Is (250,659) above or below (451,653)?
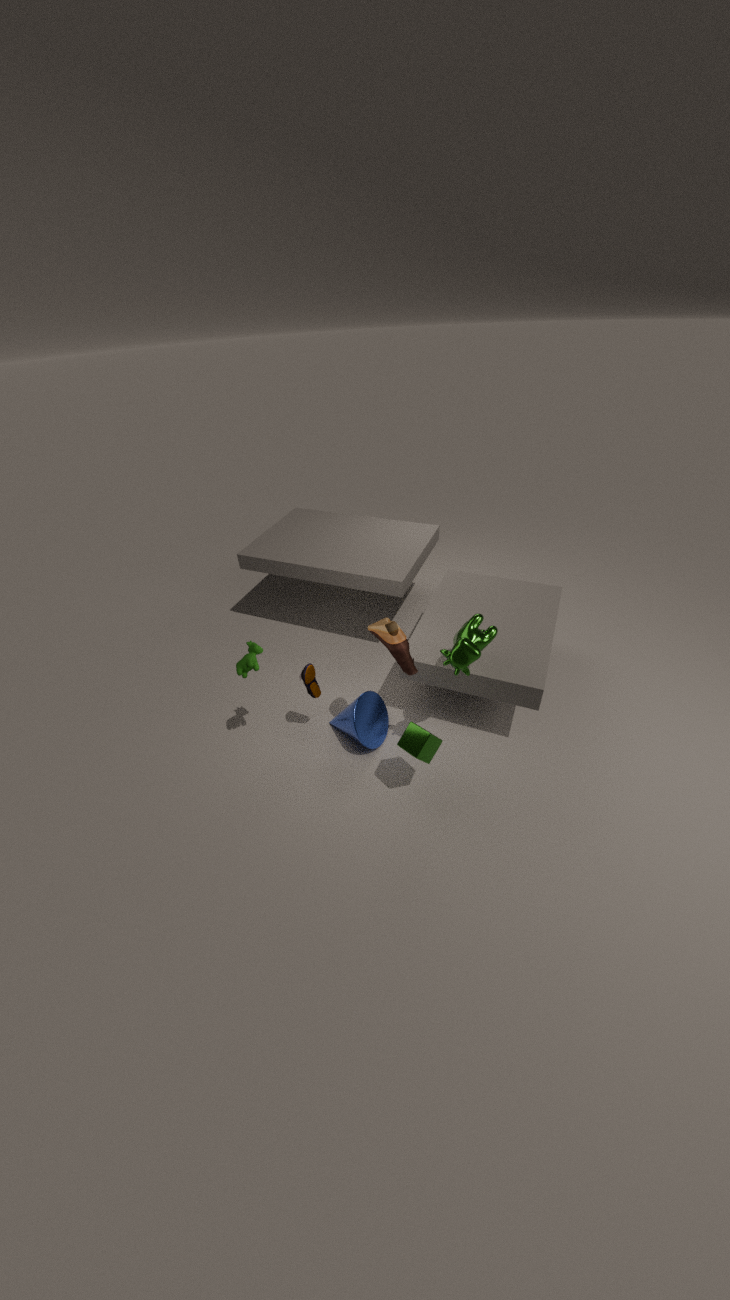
below
